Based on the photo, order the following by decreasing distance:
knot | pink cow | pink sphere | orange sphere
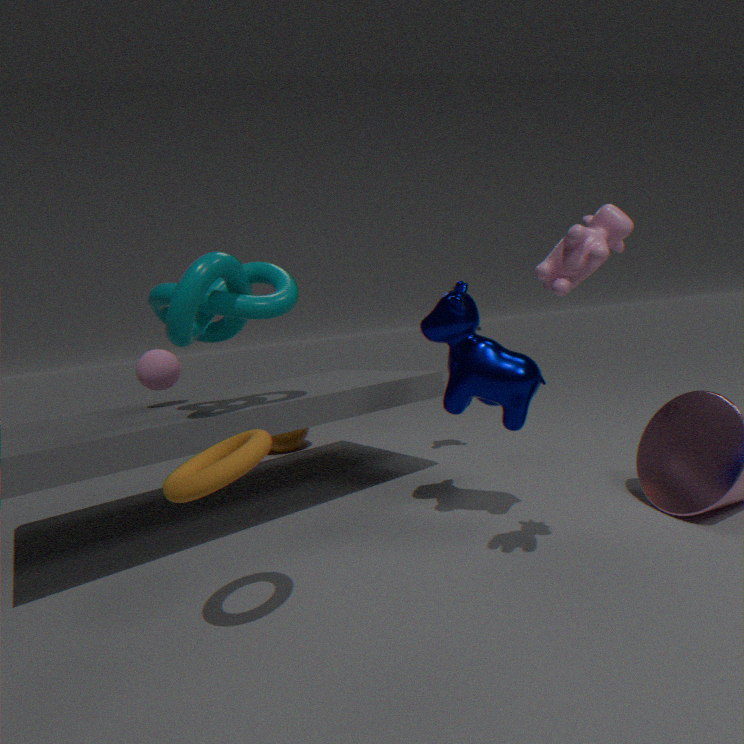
orange sphere, pink sphere, knot, pink cow
